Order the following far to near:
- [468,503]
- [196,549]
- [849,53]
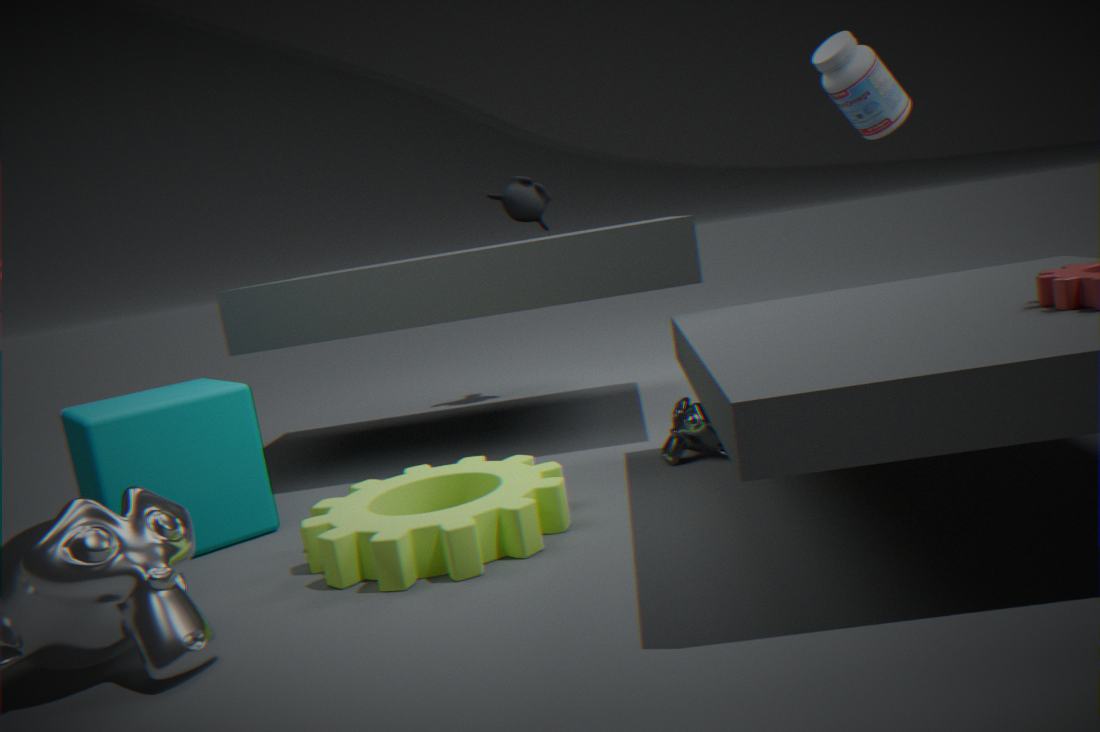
1. [849,53]
2. [196,549]
3. [468,503]
